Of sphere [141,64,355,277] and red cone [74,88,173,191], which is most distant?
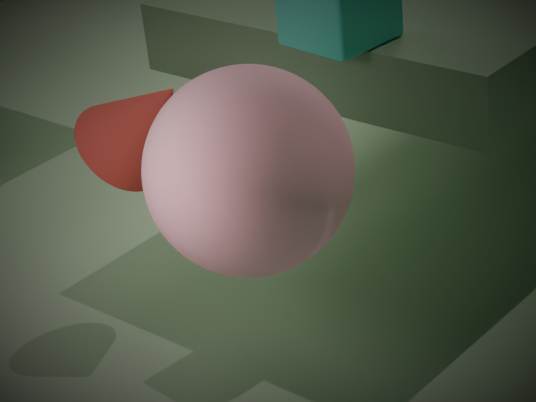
red cone [74,88,173,191]
